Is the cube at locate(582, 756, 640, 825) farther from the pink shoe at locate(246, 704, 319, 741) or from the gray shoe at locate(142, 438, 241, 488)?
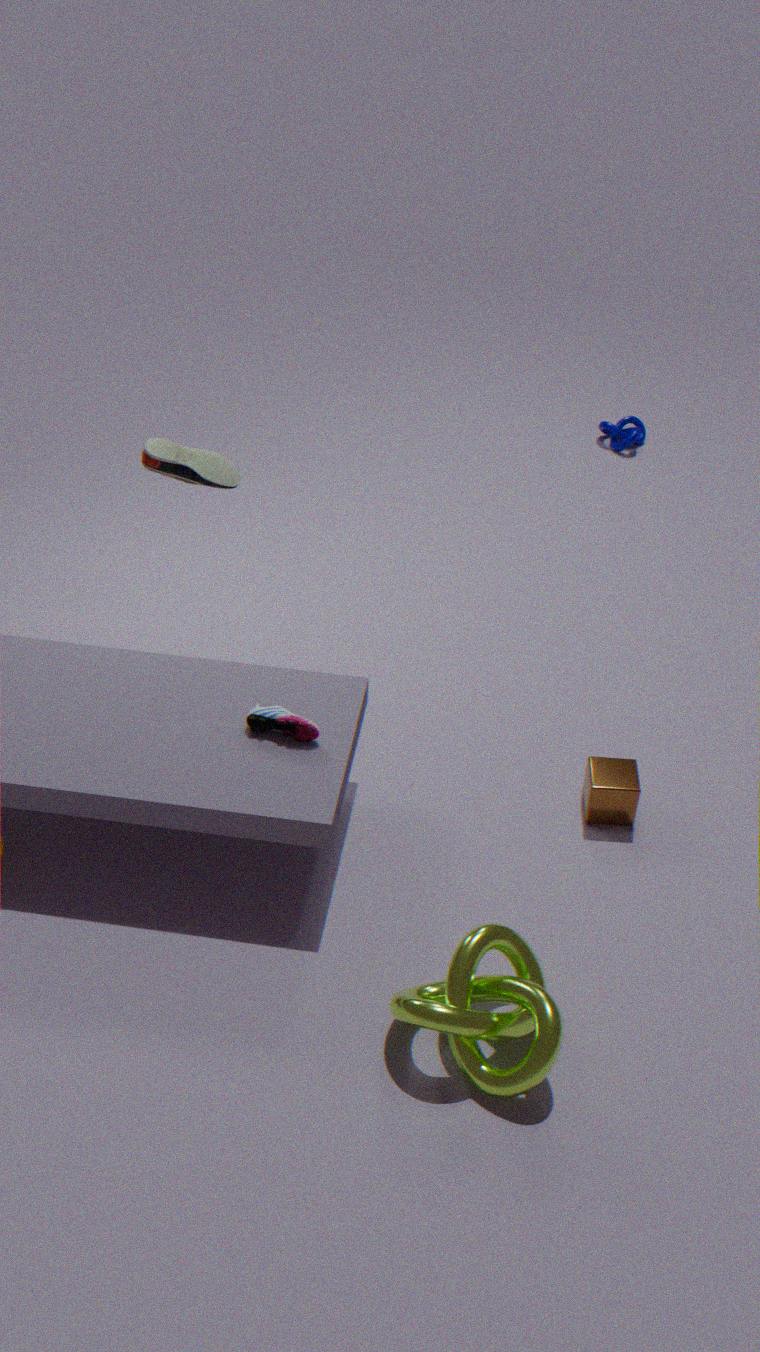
the gray shoe at locate(142, 438, 241, 488)
